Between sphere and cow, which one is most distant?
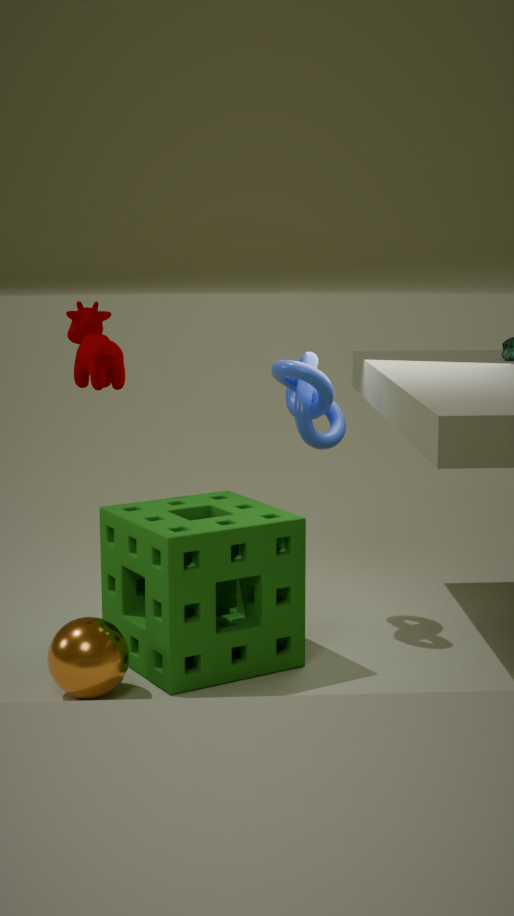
cow
